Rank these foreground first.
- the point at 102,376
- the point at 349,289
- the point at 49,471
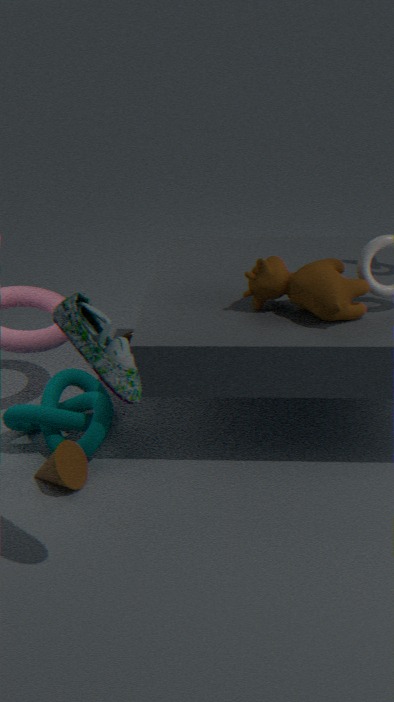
the point at 102,376
the point at 349,289
the point at 49,471
